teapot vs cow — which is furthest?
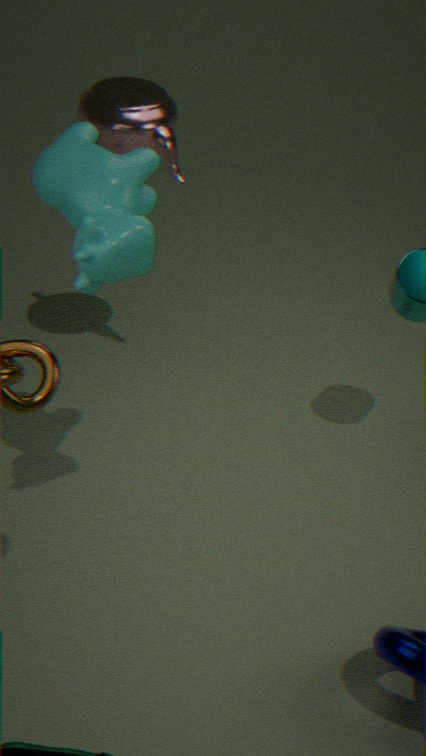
teapot
